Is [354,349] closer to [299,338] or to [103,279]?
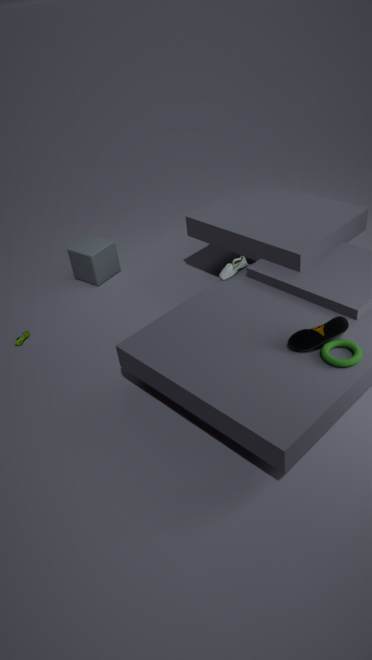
[299,338]
